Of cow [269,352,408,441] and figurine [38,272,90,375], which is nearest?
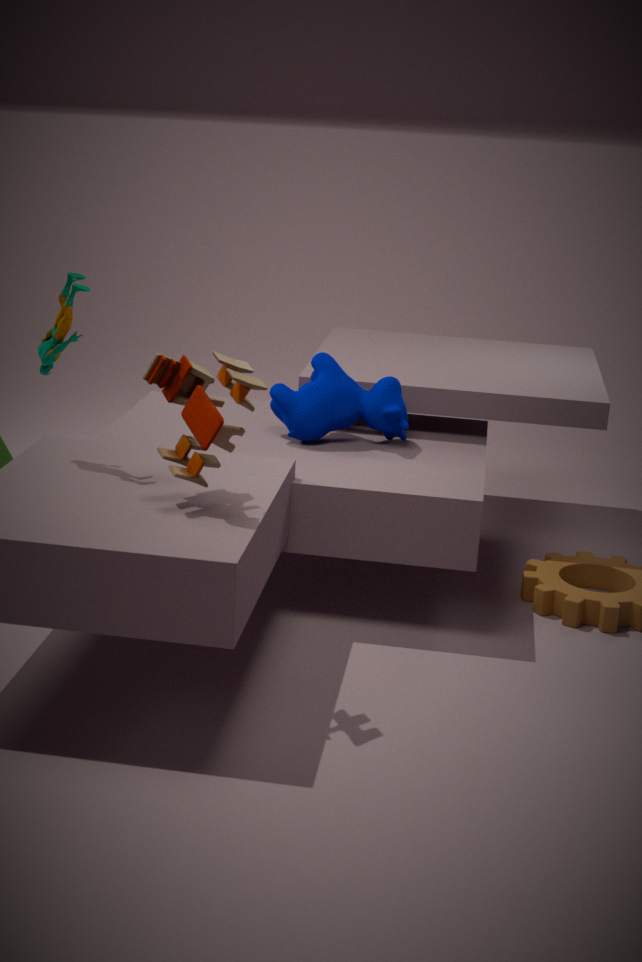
figurine [38,272,90,375]
